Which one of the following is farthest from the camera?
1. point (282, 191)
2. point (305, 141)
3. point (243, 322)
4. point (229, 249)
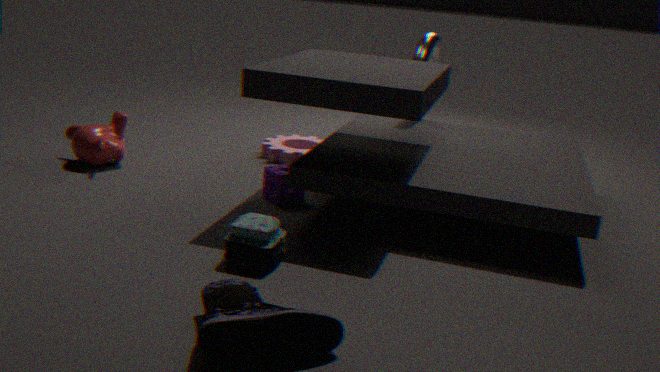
point (305, 141)
